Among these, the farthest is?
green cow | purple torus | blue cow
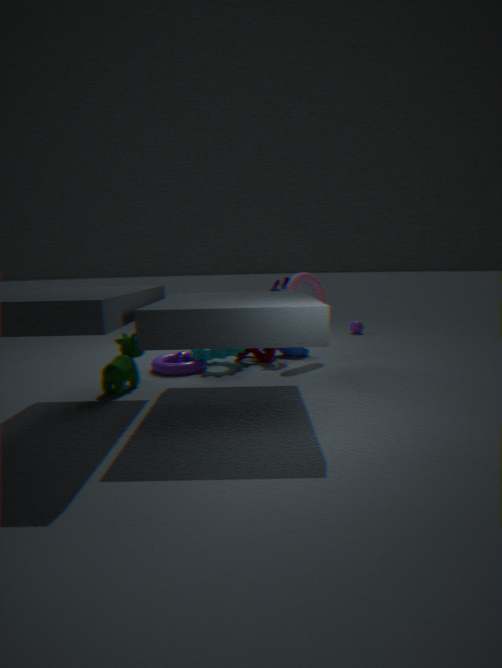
blue cow
